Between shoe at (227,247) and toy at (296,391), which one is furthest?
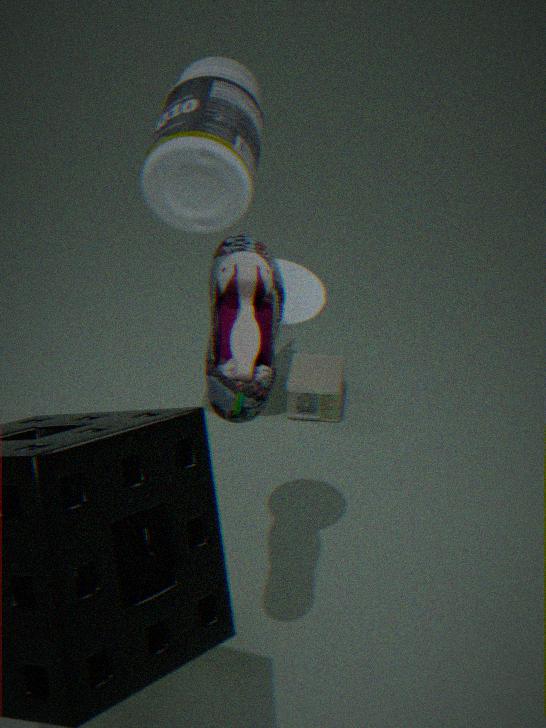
toy at (296,391)
